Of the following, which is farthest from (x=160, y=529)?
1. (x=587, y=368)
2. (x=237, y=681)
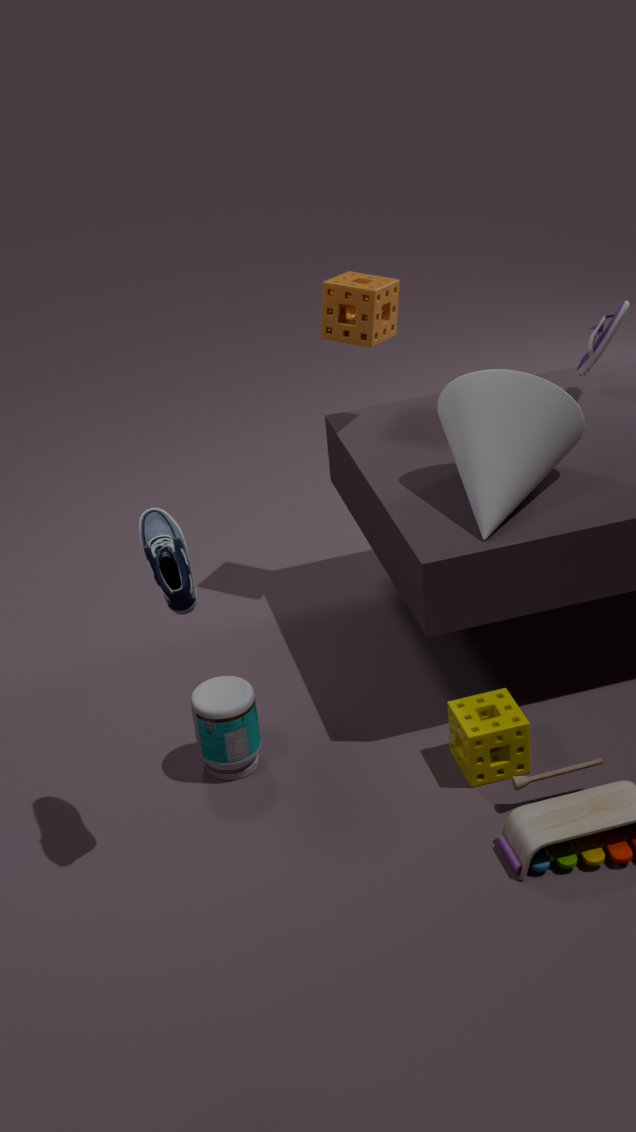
(x=587, y=368)
